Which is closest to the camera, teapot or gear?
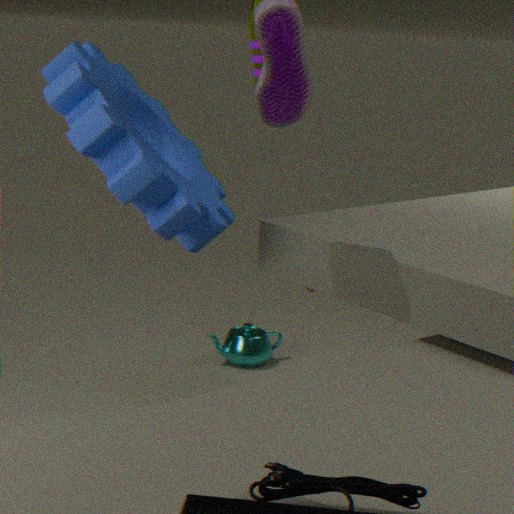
gear
